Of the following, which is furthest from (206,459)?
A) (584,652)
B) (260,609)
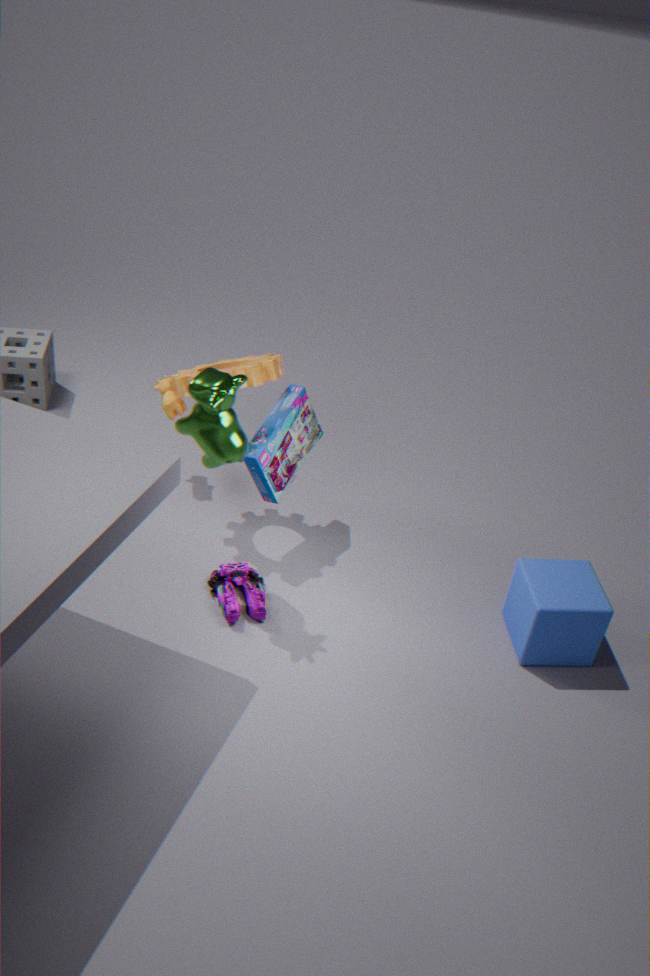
(584,652)
